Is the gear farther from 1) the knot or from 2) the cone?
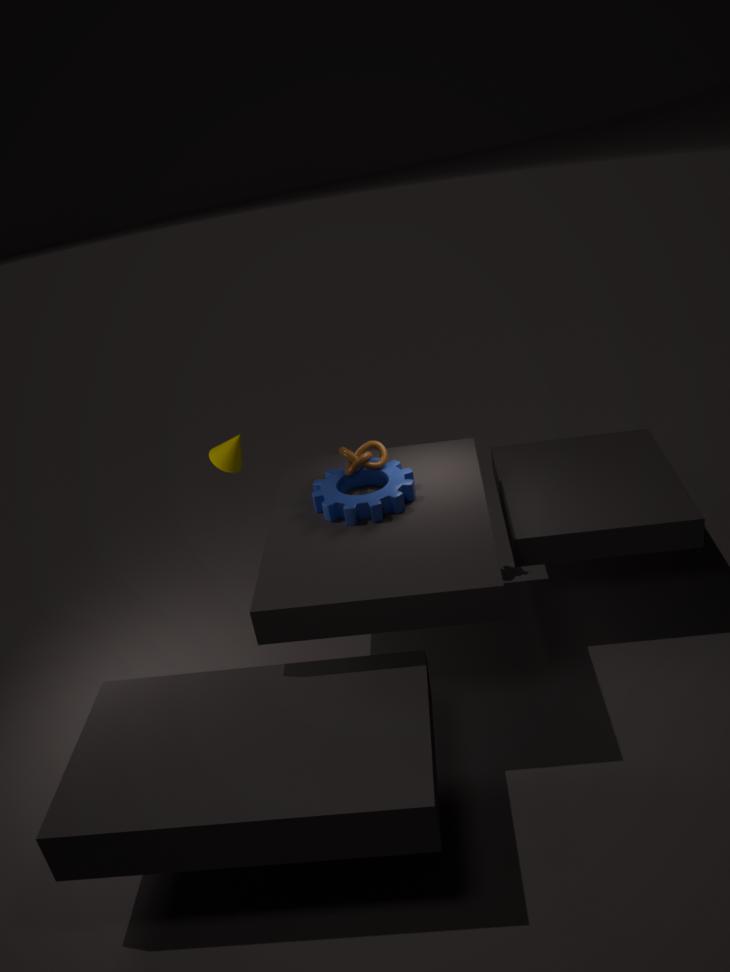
2) the cone
